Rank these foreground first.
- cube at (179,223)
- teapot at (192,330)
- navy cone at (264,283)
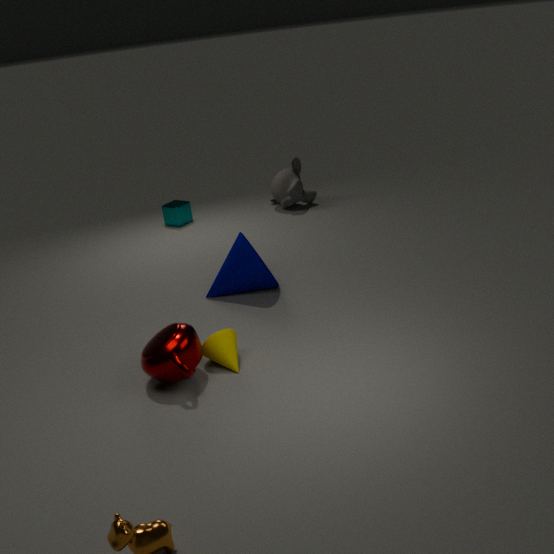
1. teapot at (192,330)
2. navy cone at (264,283)
3. cube at (179,223)
